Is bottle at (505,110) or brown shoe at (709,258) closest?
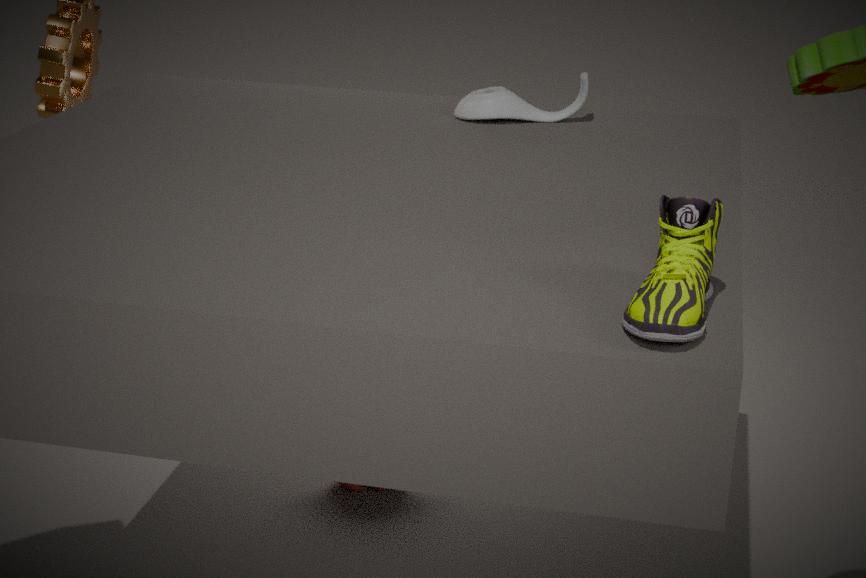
brown shoe at (709,258)
